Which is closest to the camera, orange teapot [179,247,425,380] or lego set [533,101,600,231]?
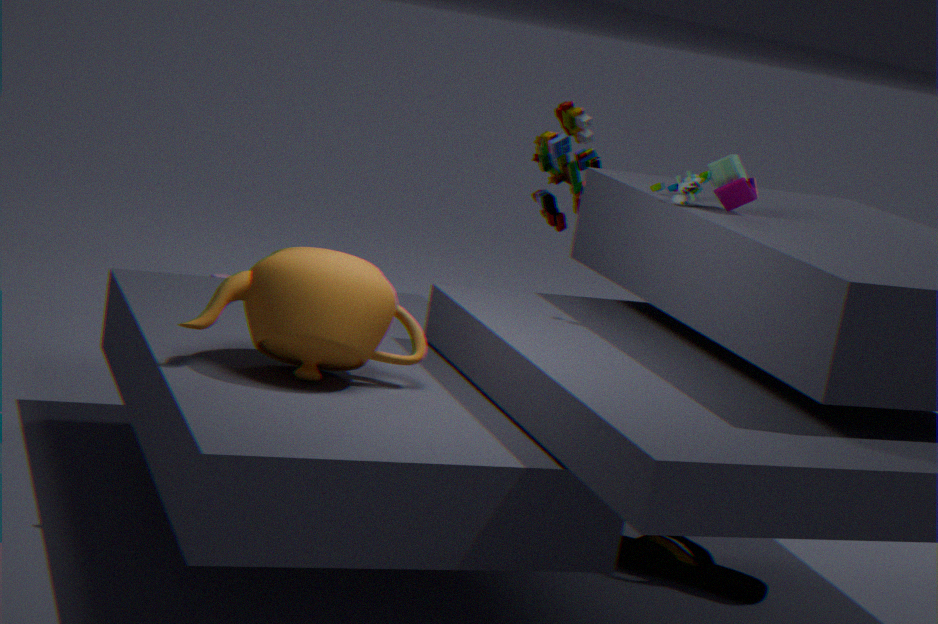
orange teapot [179,247,425,380]
